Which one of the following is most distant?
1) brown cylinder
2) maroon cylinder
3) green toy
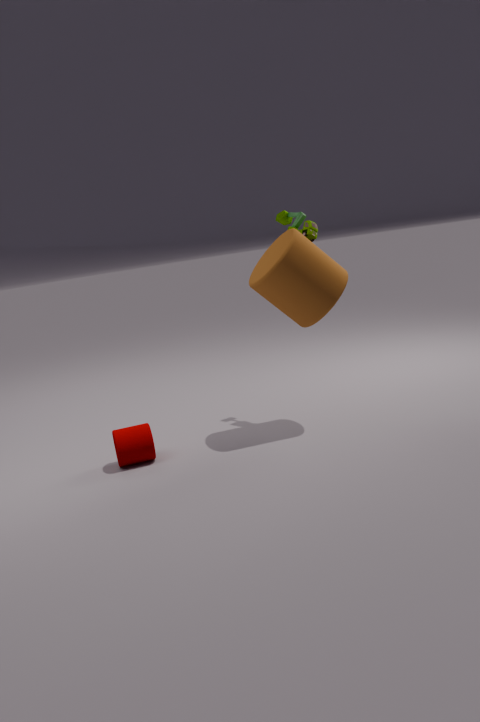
3. green toy
